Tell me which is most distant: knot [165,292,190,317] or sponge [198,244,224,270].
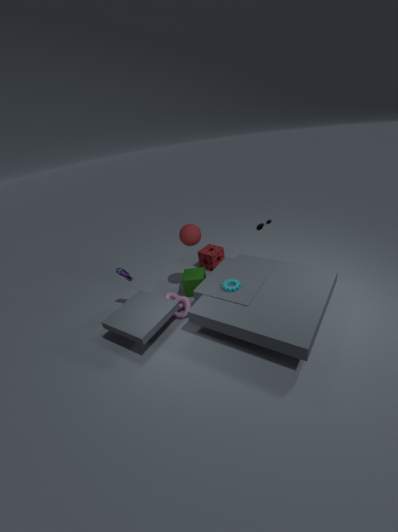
sponge [198,244,224,270]
